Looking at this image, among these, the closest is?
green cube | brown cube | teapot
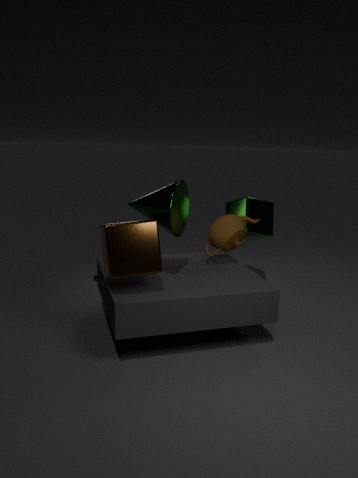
brown cube
